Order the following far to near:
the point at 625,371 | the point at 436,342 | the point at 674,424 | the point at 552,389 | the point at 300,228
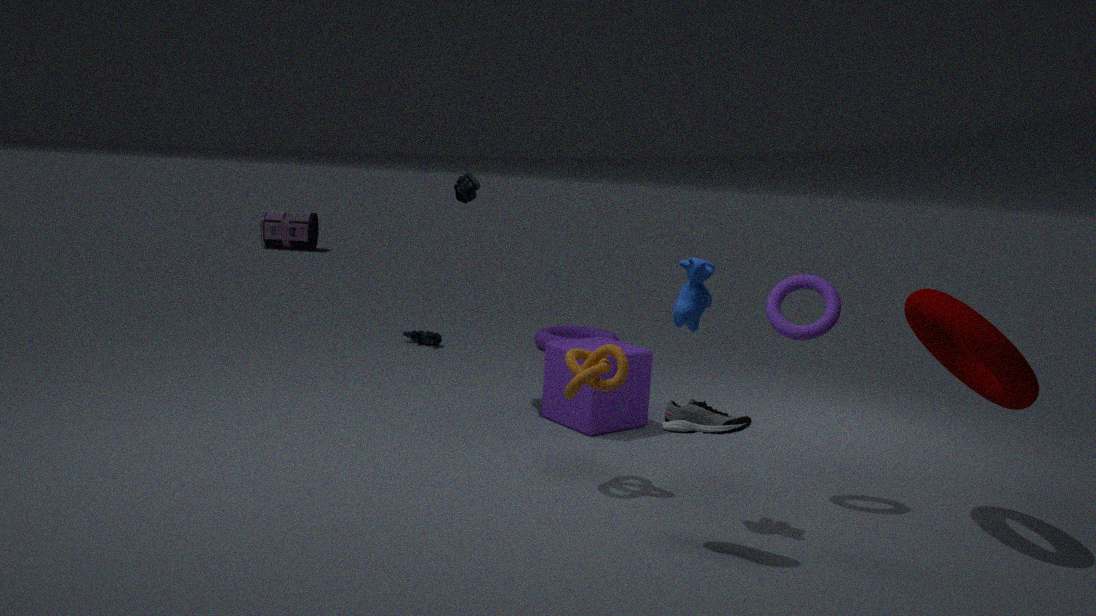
the point at 300,228
the point at 436,342
the point at 552,389
the point at 625,371
the point at 674,424
